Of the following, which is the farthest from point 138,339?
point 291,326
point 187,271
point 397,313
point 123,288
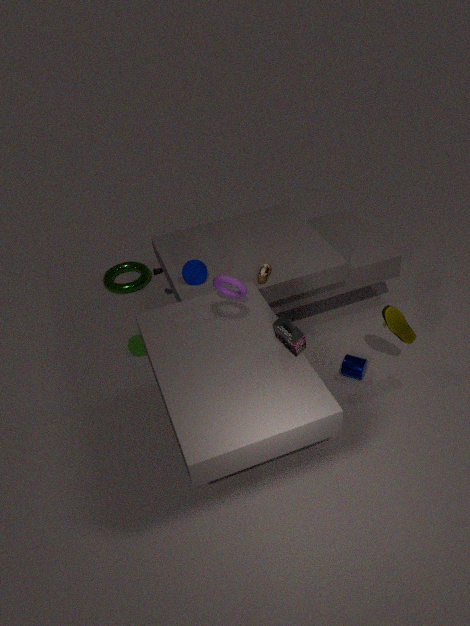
point 397,313
